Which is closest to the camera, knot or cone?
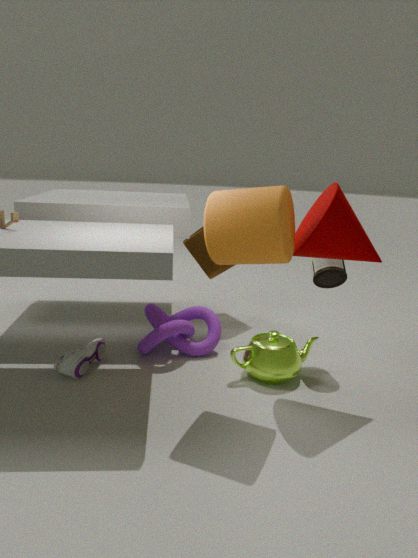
cone
